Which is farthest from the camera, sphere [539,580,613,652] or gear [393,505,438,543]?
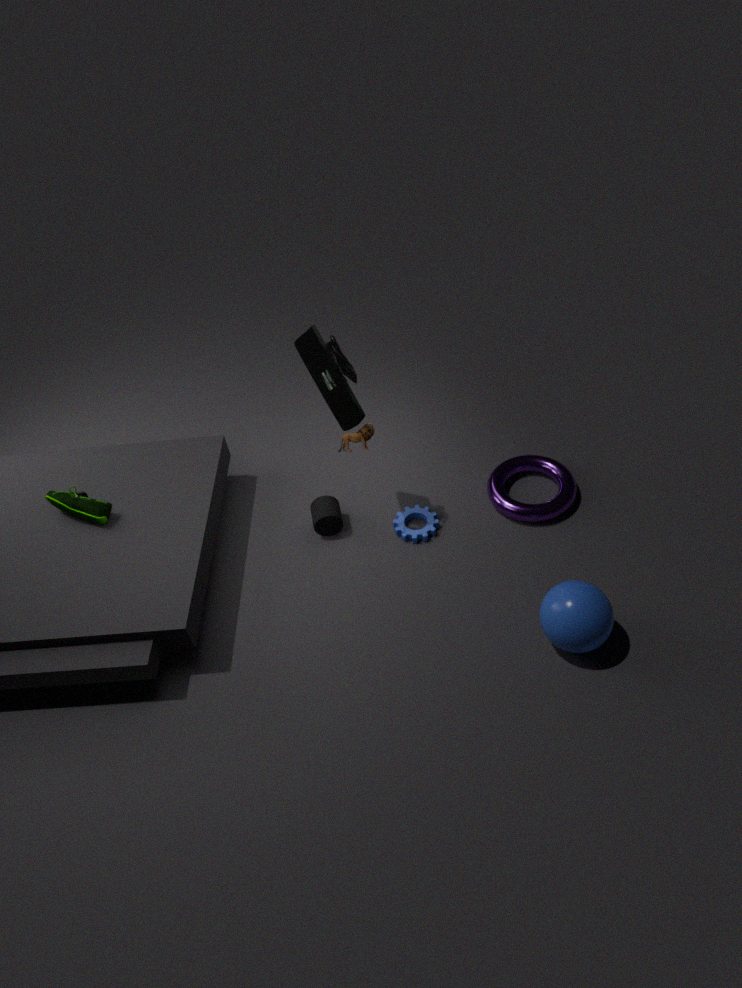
gear [393,505,438,543]
